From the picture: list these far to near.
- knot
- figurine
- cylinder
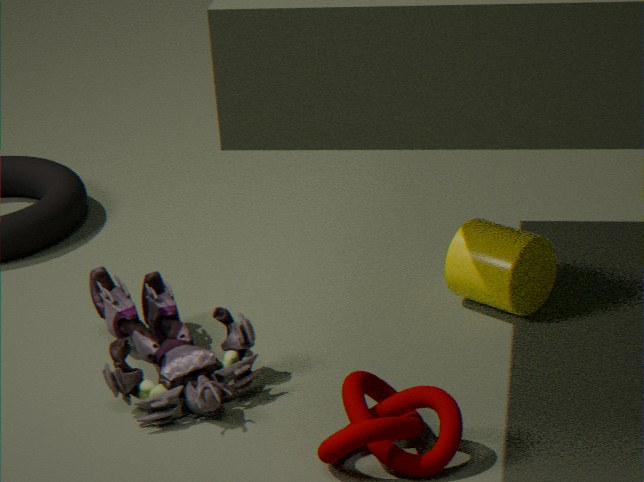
cylinder, figurine, knot
